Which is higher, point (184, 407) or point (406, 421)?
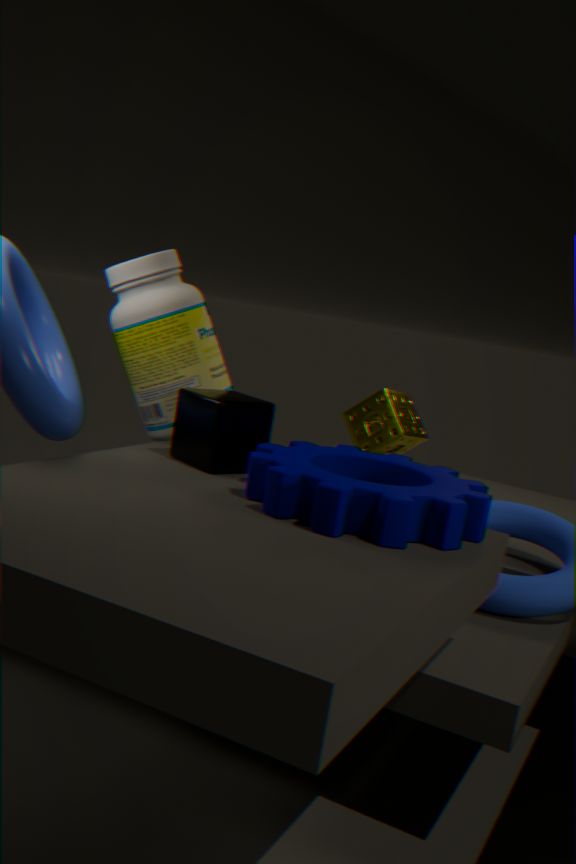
point (184, 407)
